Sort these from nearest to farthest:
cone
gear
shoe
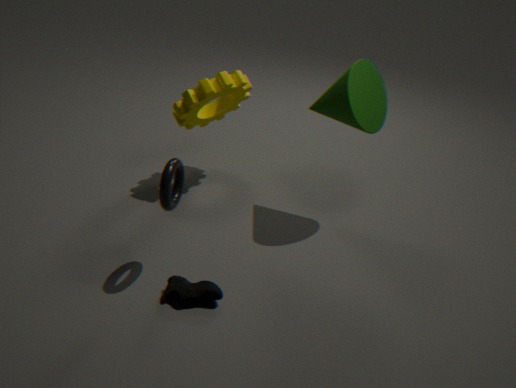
shoe
cone
gear
